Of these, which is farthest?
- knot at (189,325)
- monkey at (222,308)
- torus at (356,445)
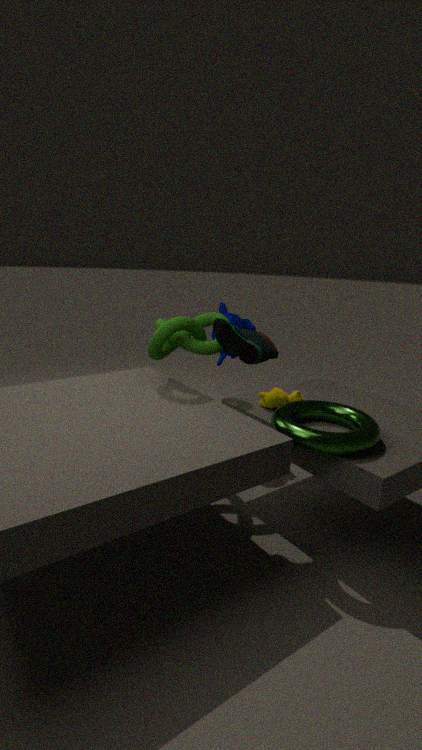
monkey at (222,308)
